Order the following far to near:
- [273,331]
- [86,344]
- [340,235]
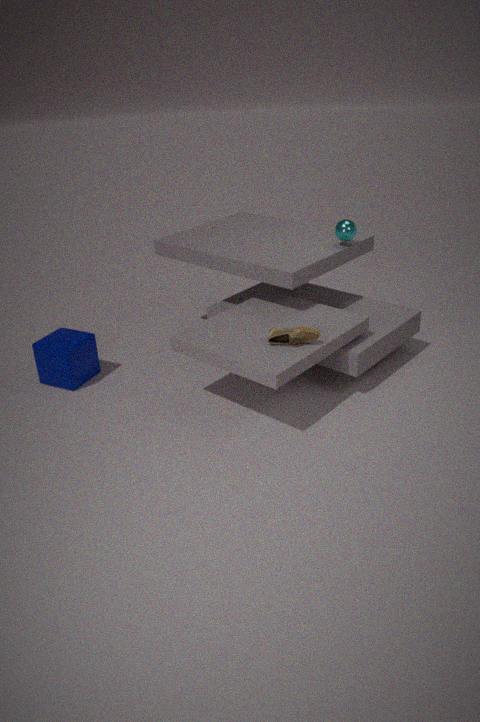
1. [340,235]
2. [86,344]
3. [273,331]
